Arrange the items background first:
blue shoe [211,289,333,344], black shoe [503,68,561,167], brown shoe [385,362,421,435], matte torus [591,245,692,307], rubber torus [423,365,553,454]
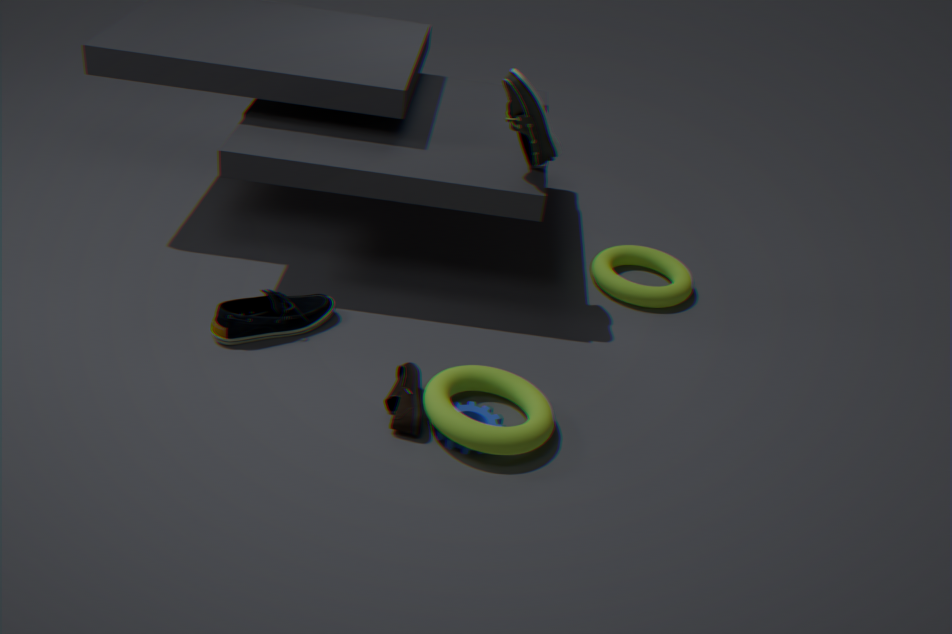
matte torus [591,245,692,307]
black shoe [503,68,561,167]
blue shoe [211,289,333,344]
brown shoe [385,362,421,435]
rubber torus [423,365,553,454]
